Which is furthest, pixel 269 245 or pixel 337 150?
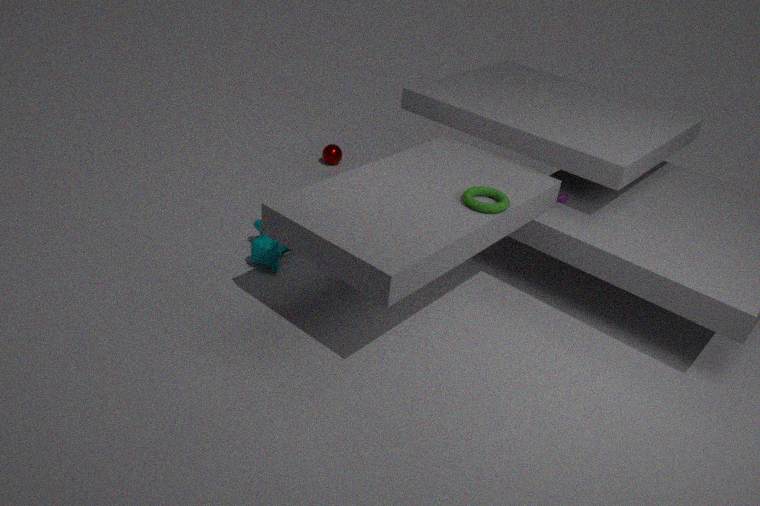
pixel 337 150
